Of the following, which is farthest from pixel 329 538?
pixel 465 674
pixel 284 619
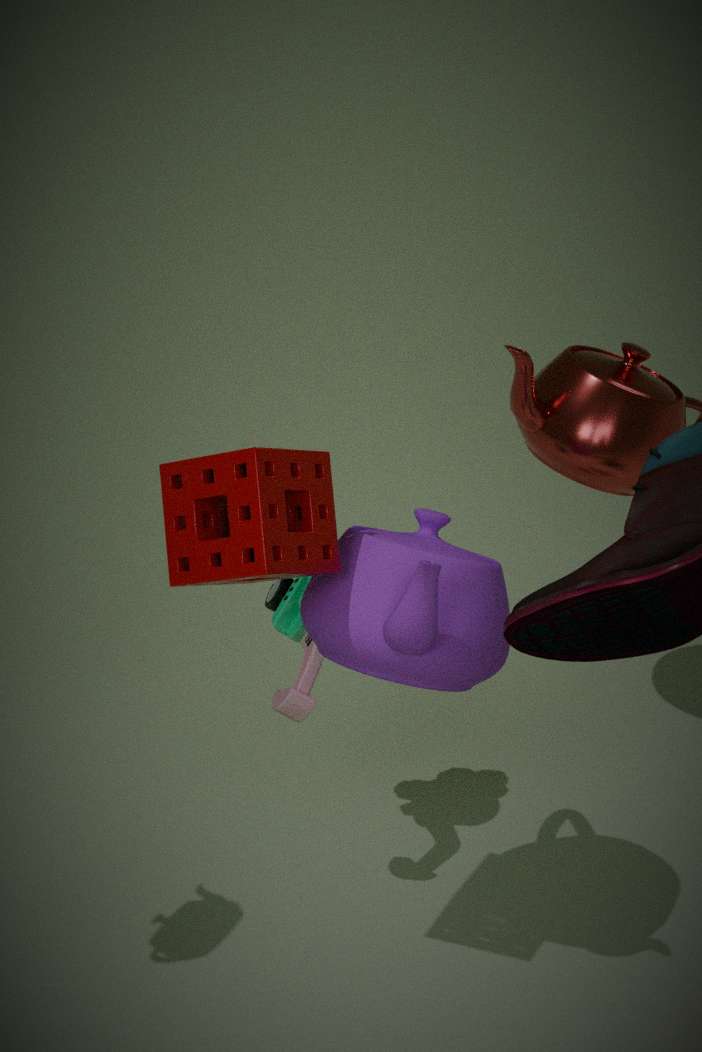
pixel 284 619
